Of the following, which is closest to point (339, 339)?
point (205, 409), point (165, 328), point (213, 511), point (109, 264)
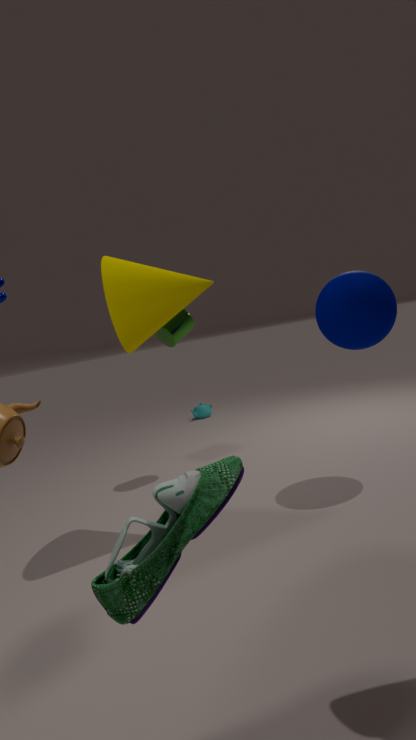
point (109, 264)
